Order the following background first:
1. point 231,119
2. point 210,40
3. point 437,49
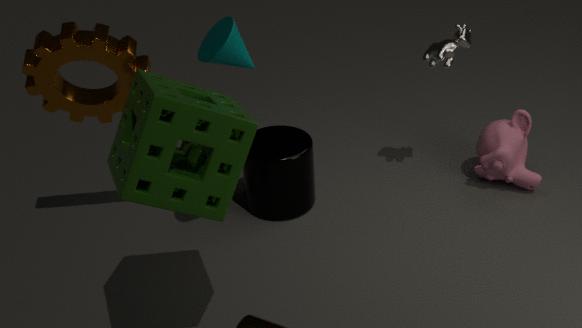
point 437,49
point 210,40
point 231,119
